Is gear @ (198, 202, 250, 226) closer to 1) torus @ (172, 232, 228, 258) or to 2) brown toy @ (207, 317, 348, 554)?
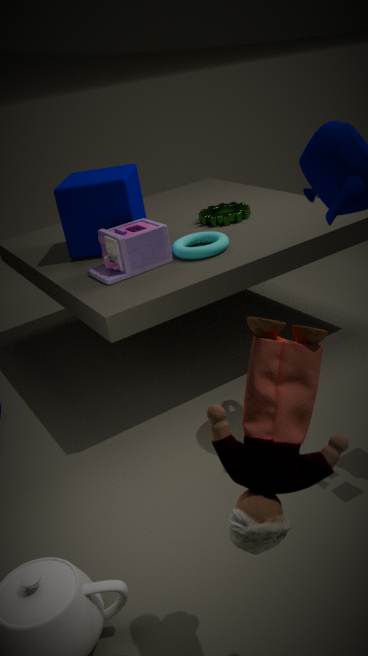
1) torus @ (172, 232, 228, 258)
